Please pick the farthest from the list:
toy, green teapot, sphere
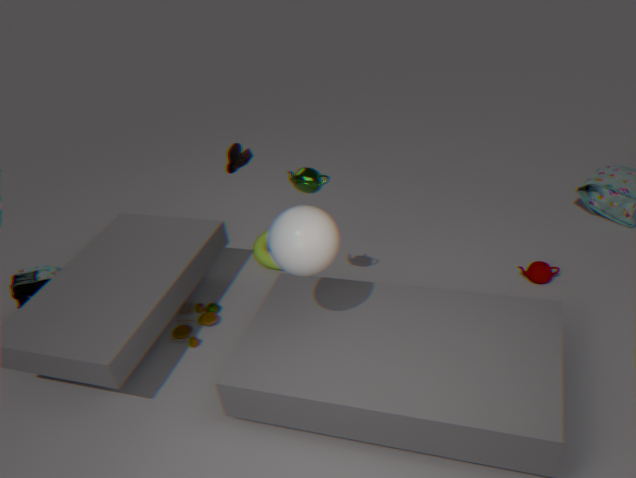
toy
